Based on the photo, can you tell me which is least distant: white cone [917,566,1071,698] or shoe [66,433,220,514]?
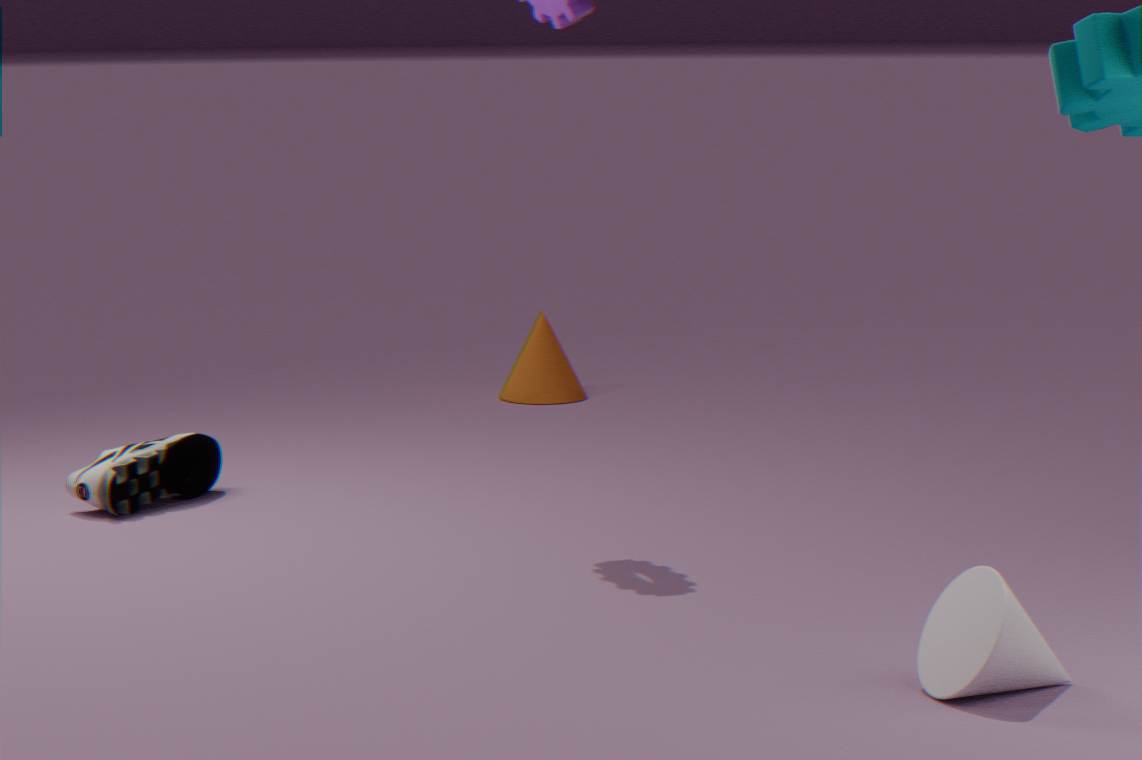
white cone [917,566,1071,698]
